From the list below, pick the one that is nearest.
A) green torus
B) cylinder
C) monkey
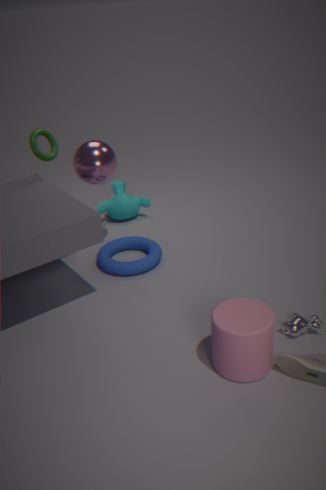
A: cylinder
